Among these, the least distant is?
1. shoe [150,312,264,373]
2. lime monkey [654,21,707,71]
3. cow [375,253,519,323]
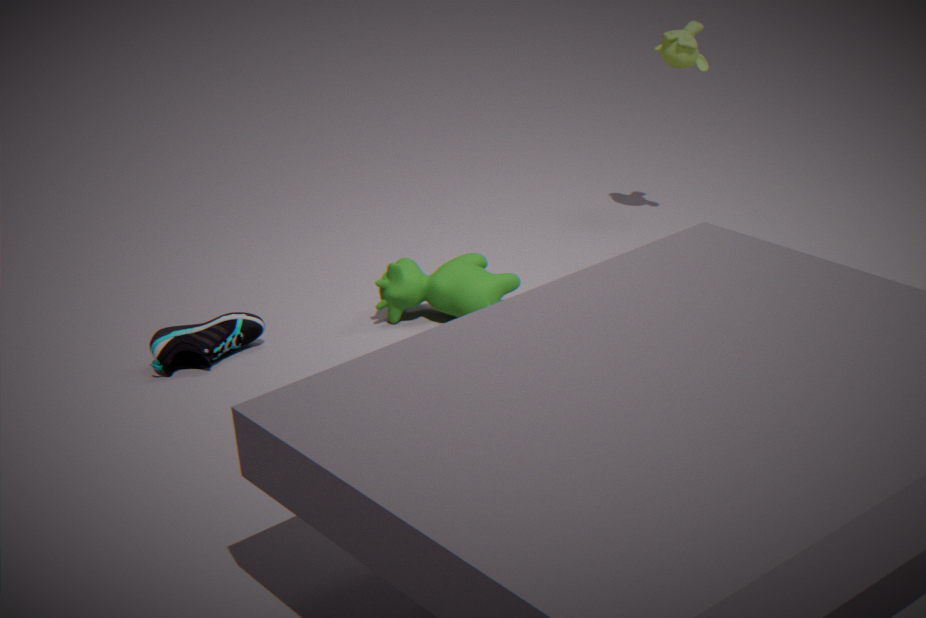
shoe [150,312,264,373]
